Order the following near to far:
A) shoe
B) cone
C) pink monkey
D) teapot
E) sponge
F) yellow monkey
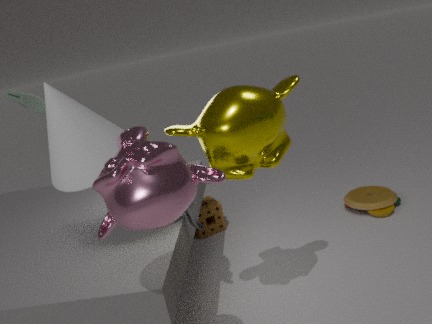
1. pink monkey
2. cone
3. yellow monkey
4. teapot
5. shoe
6. sponge
